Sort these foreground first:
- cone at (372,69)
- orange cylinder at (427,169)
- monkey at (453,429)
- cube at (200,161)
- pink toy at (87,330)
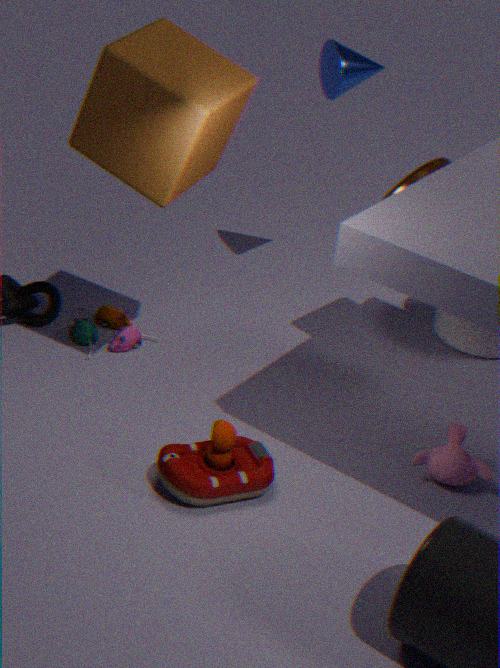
cube at (200,161) → monkey at (453,429) → orange cylinder at (427,169) → cone at (372,69) → pink toy at (87,330)
